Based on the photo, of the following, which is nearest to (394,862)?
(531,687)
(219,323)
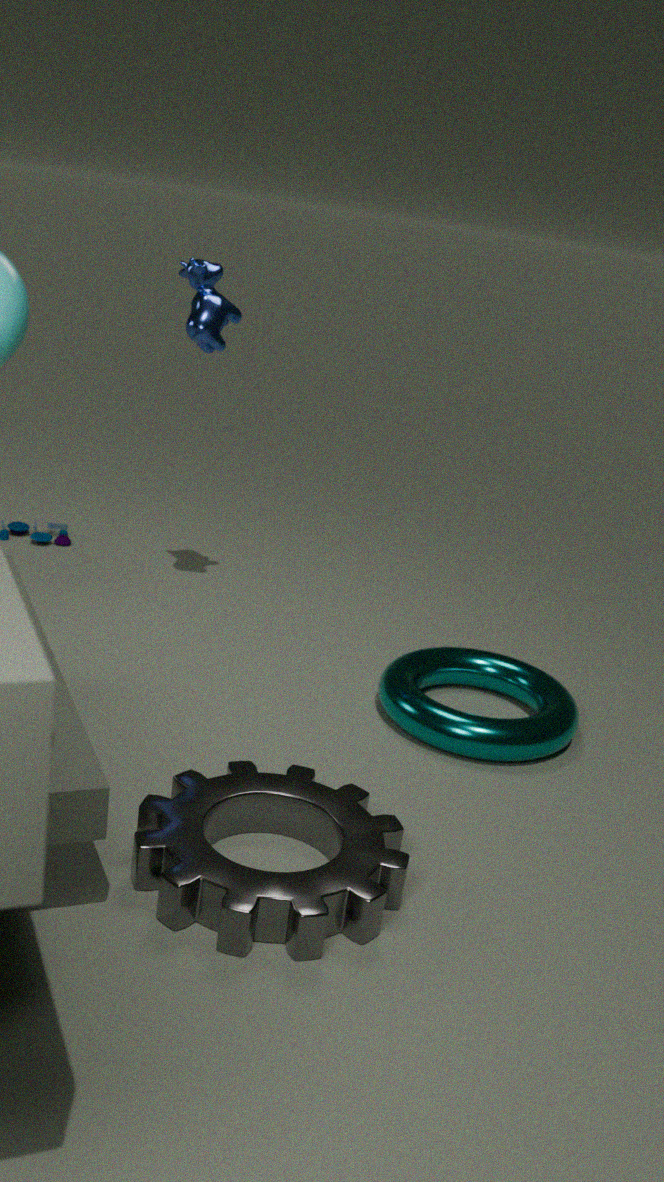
(531,687)
